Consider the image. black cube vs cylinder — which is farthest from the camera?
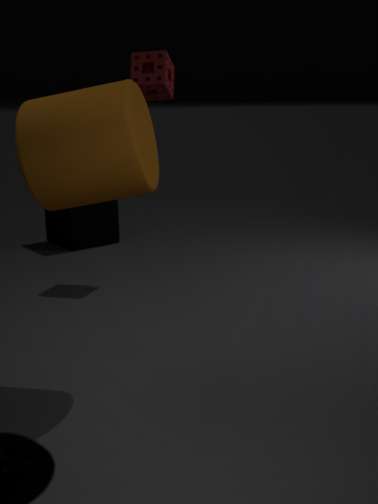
black cube
